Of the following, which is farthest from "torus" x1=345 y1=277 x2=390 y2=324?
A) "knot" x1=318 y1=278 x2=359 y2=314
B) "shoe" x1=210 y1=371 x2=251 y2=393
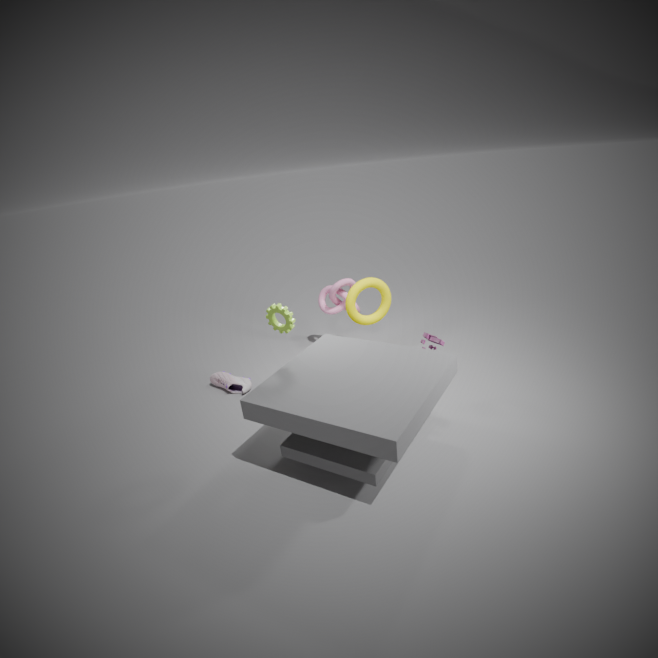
"shoe" x1=210 y1=371 x2=251 y2=393
